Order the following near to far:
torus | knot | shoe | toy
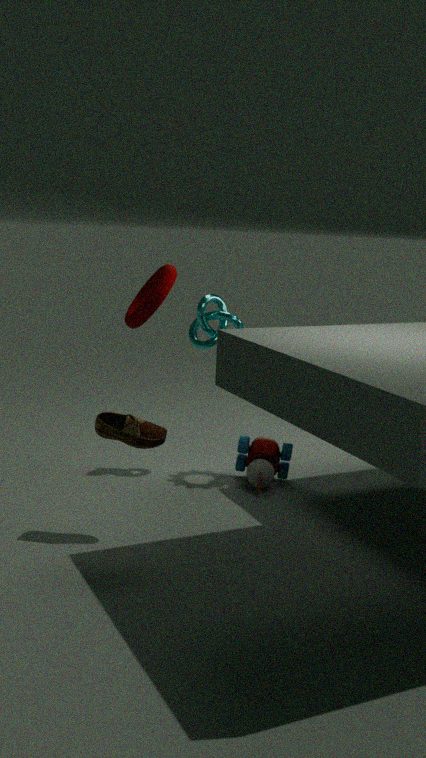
torus
shoe
toy
knot
